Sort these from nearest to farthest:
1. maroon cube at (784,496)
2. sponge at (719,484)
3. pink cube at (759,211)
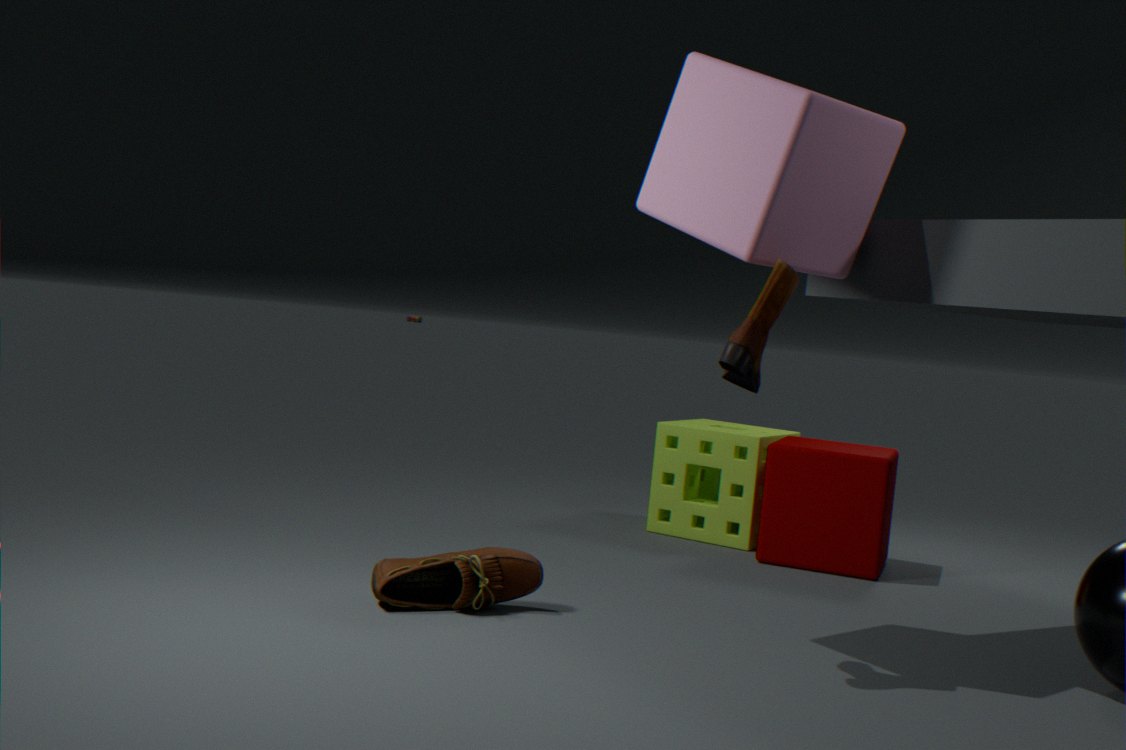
pink cube at (759,211) < maroon cube at (784,496) < sponge at (719,484)
